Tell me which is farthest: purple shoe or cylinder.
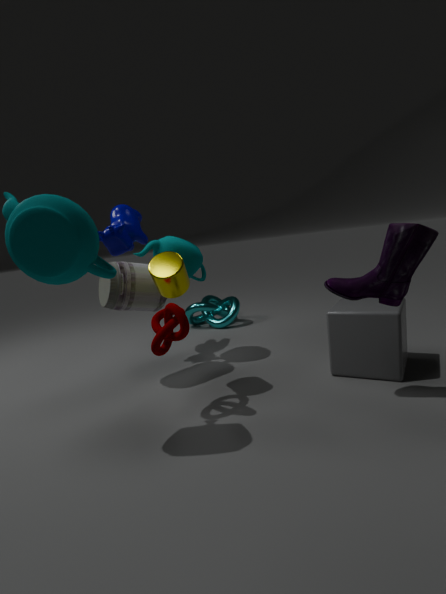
cylinder
